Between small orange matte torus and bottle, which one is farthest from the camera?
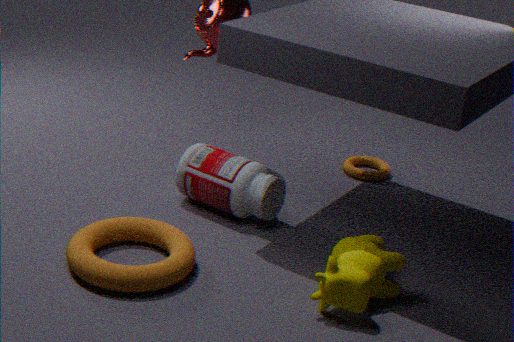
small orange matte torus
